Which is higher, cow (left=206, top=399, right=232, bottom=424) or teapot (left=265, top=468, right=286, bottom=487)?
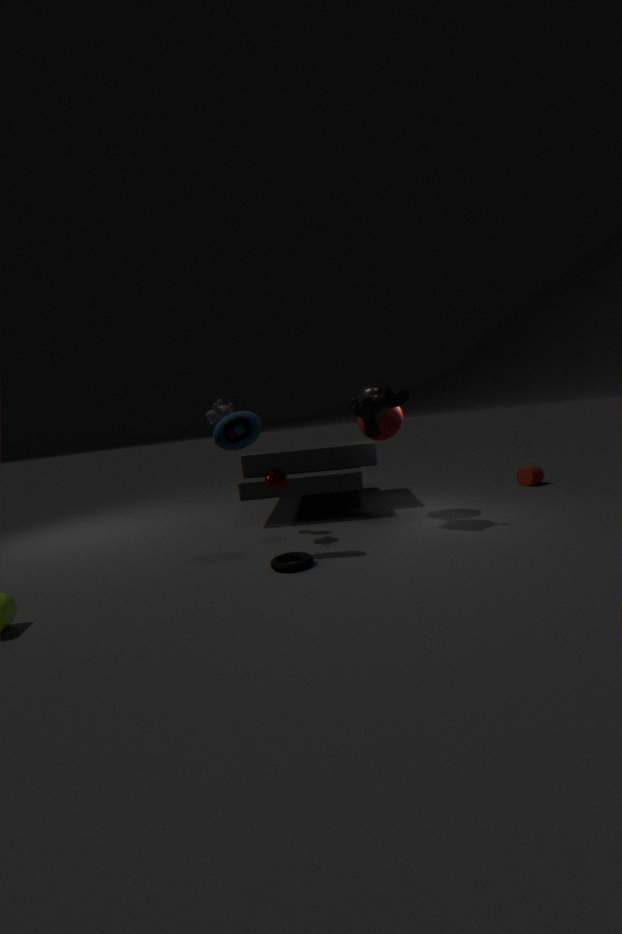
→ cow (left=206, top=399, right=232, bottom=424)
